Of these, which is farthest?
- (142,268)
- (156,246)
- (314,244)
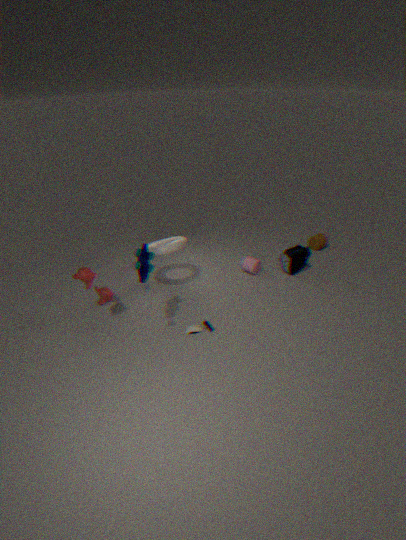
(314,244)
